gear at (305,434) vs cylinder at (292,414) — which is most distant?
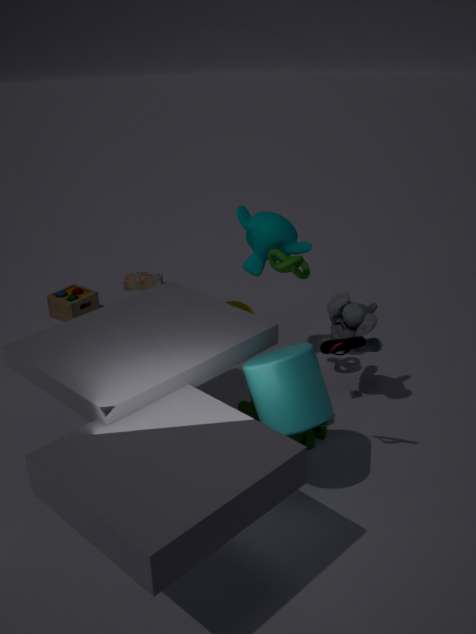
gear at (305,434)
